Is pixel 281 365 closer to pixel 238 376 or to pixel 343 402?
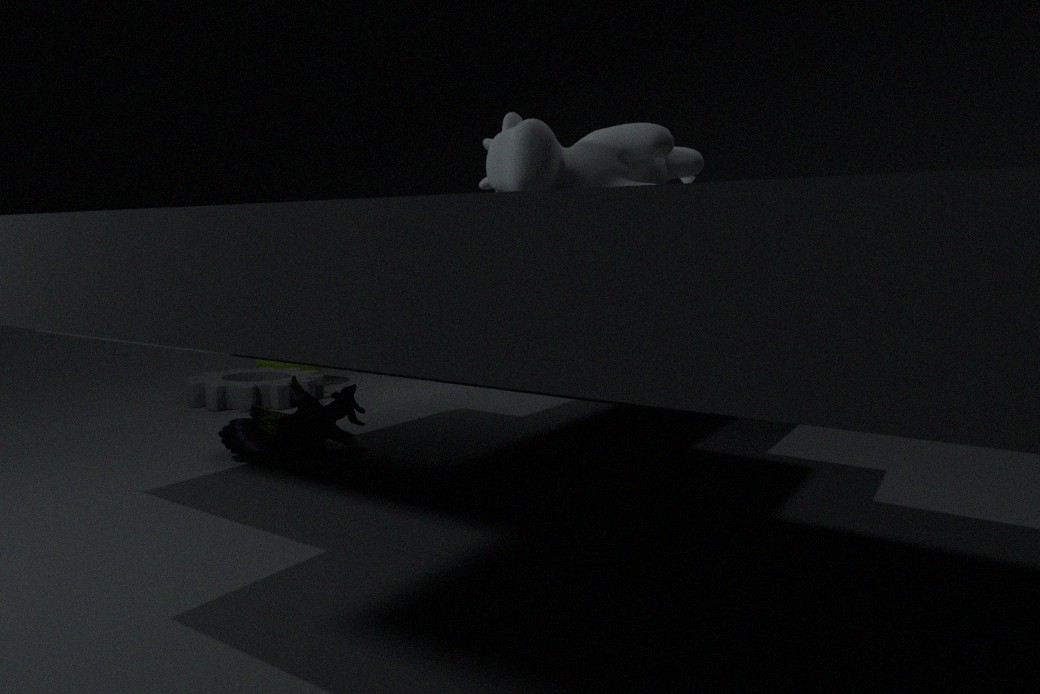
pixel 238 376
